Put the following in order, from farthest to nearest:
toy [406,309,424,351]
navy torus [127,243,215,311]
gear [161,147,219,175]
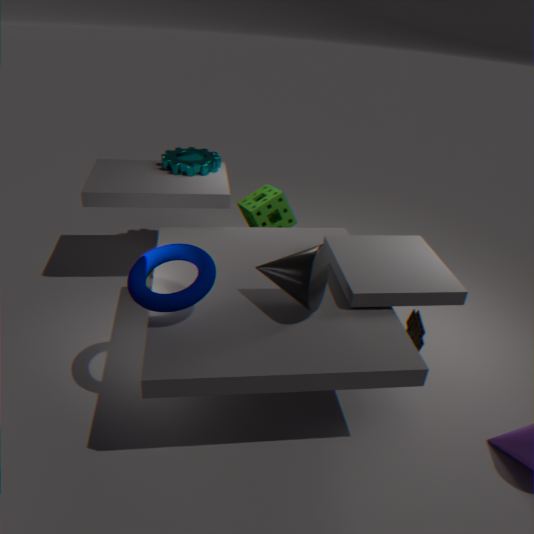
gear [161,147,219,175] < toy [406,309,424,351] < navy torus [127,243,215,311]
